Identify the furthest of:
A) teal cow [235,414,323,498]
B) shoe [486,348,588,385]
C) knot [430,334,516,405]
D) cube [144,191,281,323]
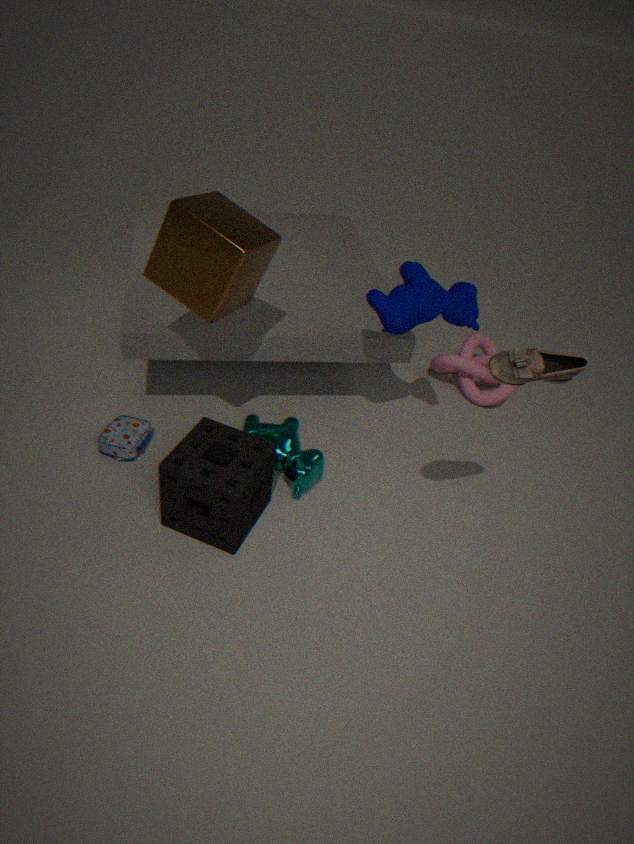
knot [430,334,516,405]
